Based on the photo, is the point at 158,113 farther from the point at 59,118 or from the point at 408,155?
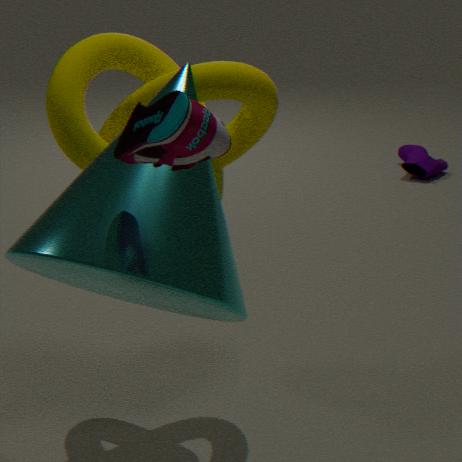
the point at 408,155
